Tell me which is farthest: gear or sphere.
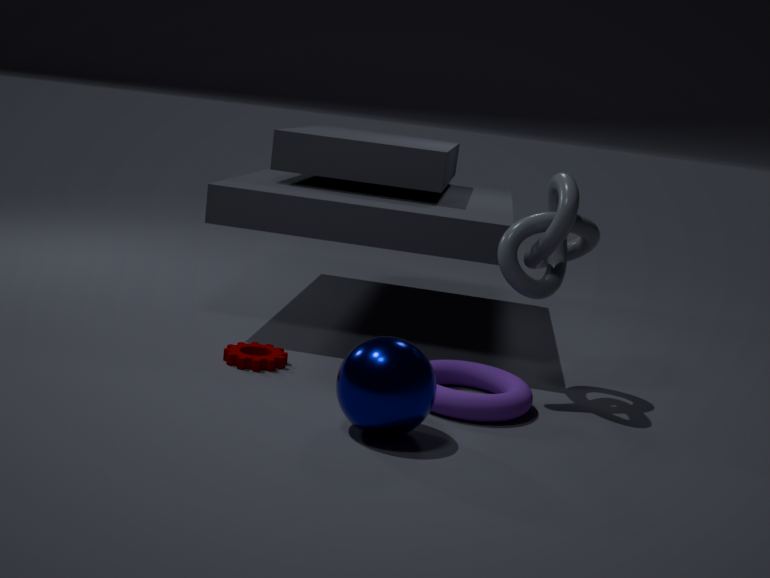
gear
